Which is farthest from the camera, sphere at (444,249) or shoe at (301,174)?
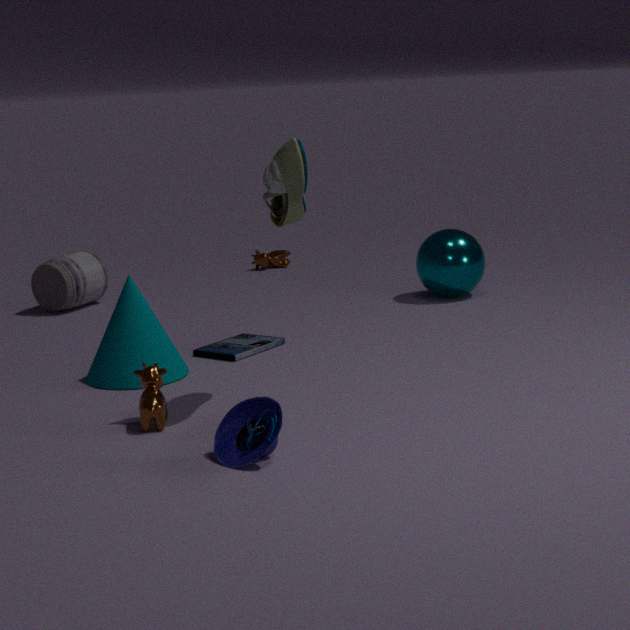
sphere at (444,249)
